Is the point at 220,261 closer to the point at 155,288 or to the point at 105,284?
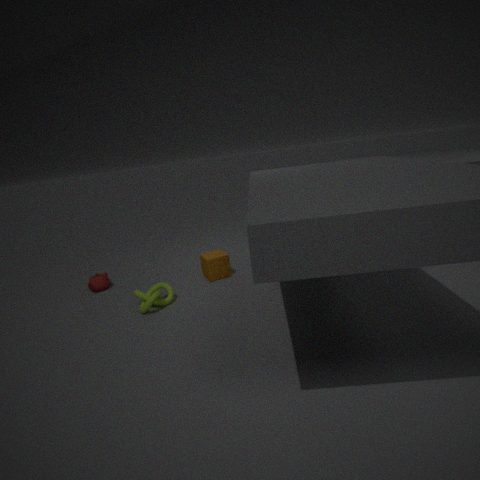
the point at 155,288
